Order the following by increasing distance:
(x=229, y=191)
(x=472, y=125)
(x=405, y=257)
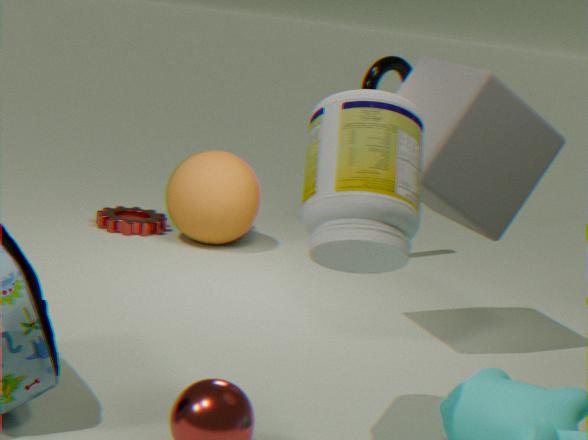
(x=405, y=257) < (x=472, y=125) < (x=229, y=191)
